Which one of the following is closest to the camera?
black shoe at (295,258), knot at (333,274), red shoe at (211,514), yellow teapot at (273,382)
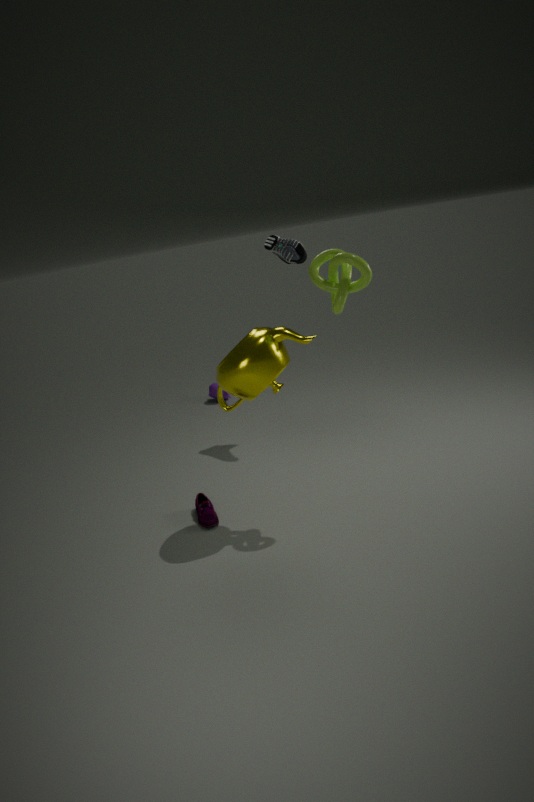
knot at (333,274)
